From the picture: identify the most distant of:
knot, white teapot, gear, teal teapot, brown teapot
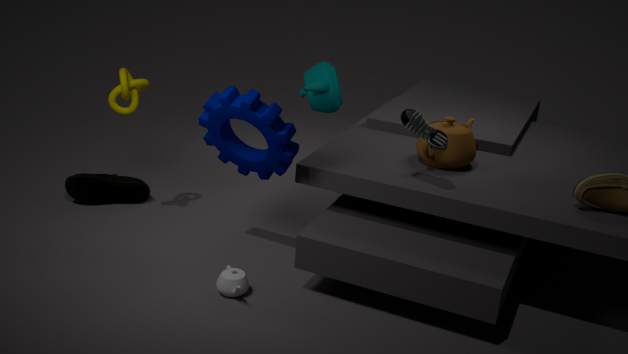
teal teapot
